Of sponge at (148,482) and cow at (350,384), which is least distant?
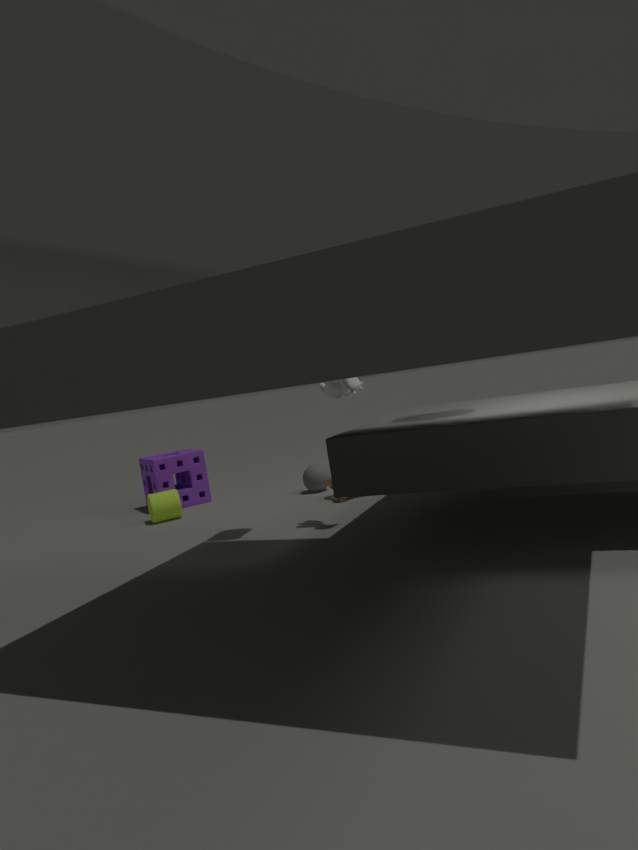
cow at (350,384)
